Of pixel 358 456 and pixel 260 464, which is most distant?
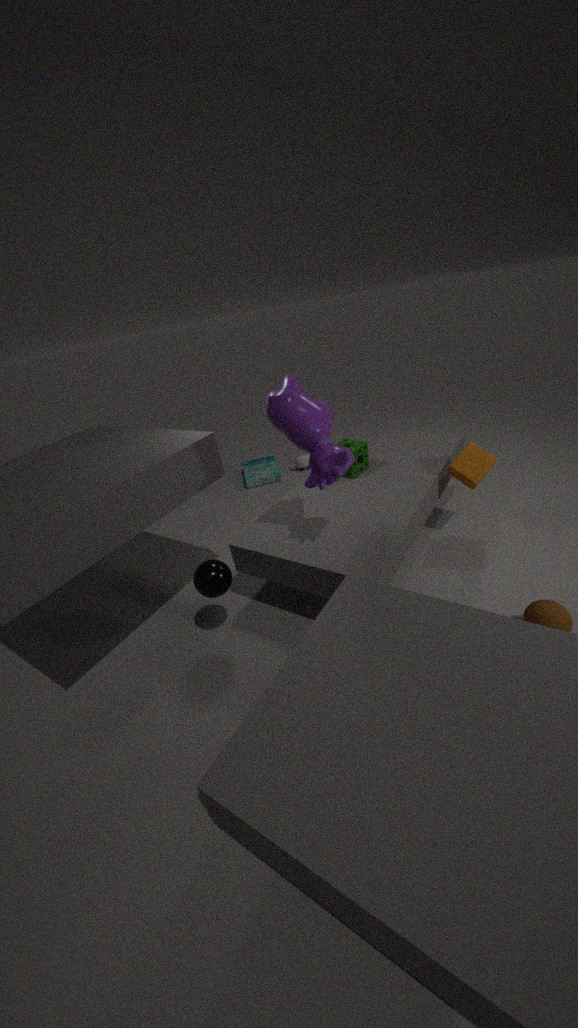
pixel 260 464
